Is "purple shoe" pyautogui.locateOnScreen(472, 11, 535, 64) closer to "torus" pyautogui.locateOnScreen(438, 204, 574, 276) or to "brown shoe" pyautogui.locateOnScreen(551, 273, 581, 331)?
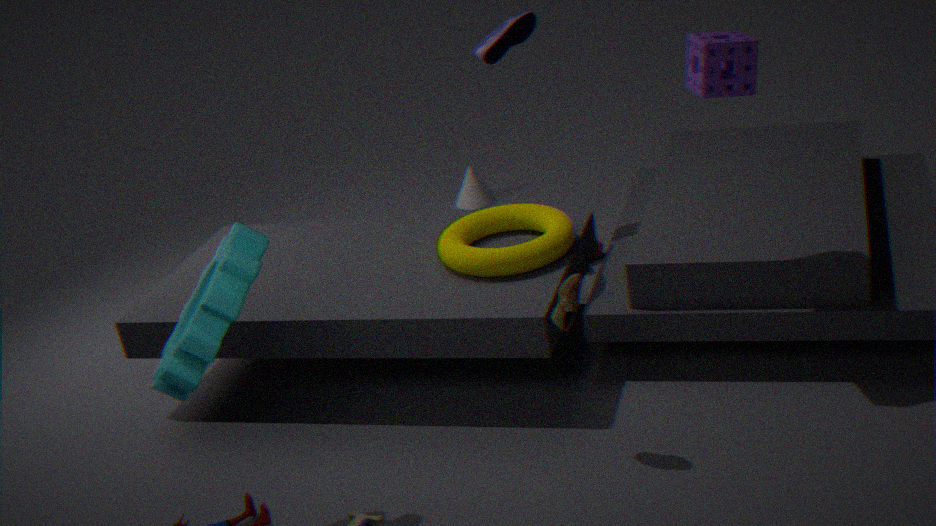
"torus" pyautogui.locateOnScreen(438, 204, 574, 276)
